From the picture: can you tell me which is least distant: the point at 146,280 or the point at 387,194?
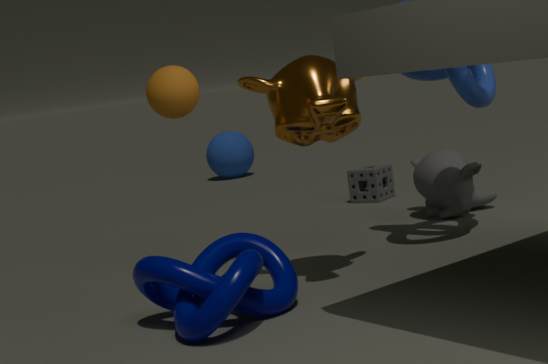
the point at 146,280
